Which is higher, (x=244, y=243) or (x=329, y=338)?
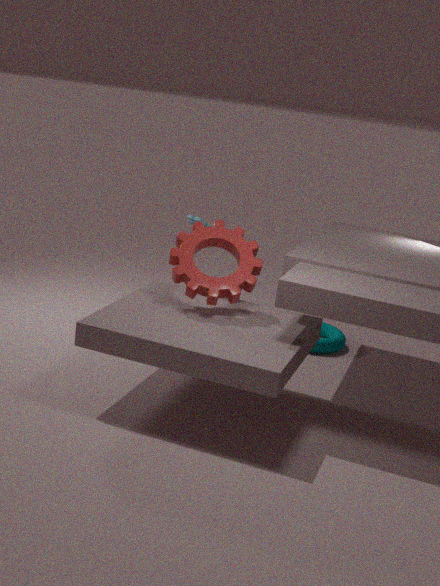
(x=244, y=243)
